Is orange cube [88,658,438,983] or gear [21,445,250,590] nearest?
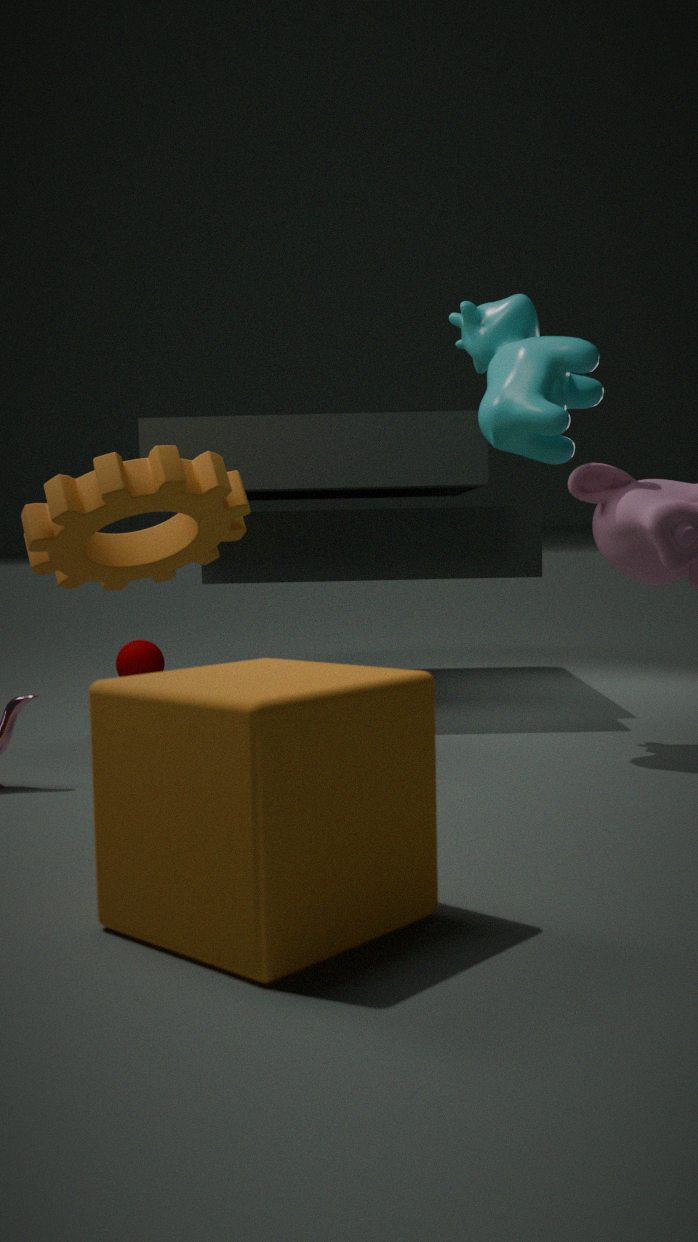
orange cube [88,658,438,983]
